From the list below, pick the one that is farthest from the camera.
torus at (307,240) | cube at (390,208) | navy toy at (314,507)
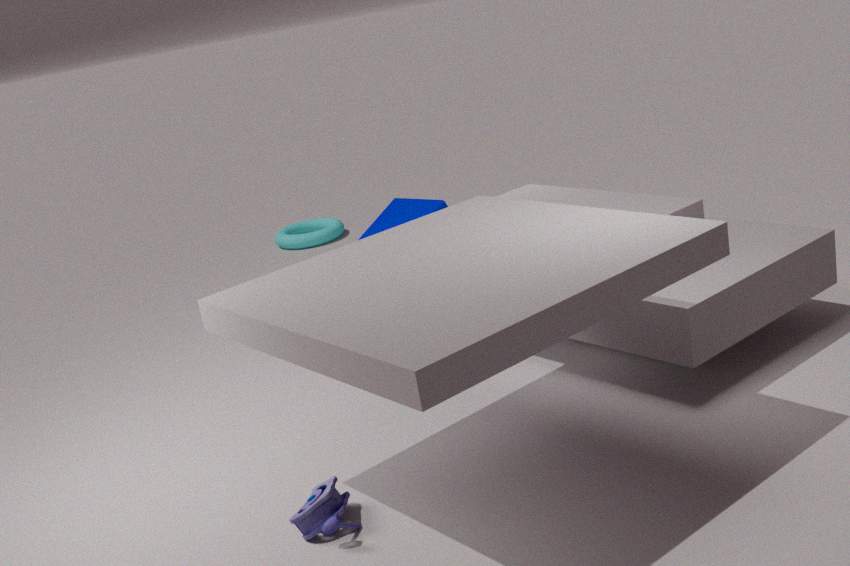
torus at (307,240)
